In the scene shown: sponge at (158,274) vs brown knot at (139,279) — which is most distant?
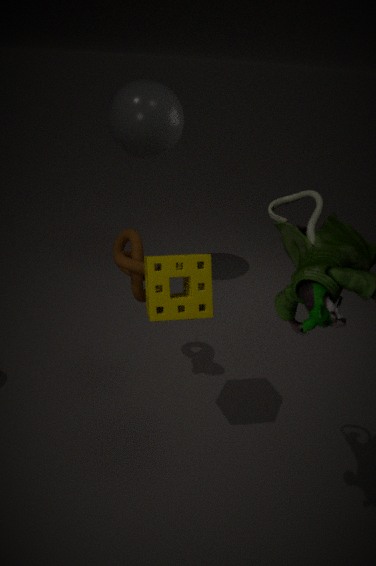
brown knot at (139,279)
